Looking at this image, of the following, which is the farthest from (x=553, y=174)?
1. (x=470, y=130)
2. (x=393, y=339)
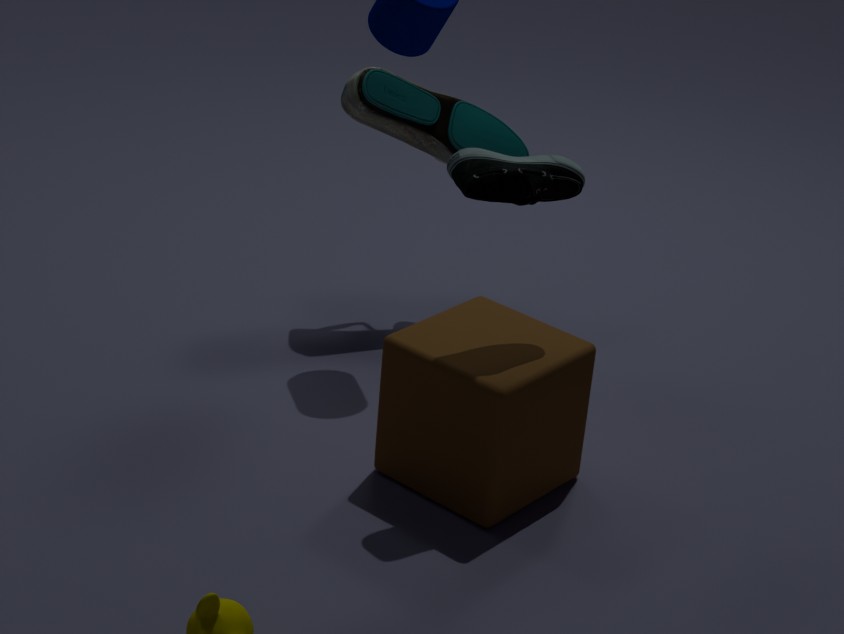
(x=470, y=130)
